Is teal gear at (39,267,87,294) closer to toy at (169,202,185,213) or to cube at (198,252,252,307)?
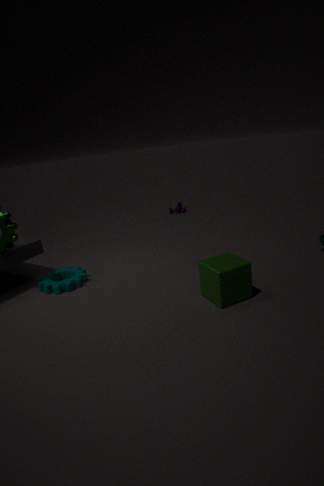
cube at (198,252,252,307)
